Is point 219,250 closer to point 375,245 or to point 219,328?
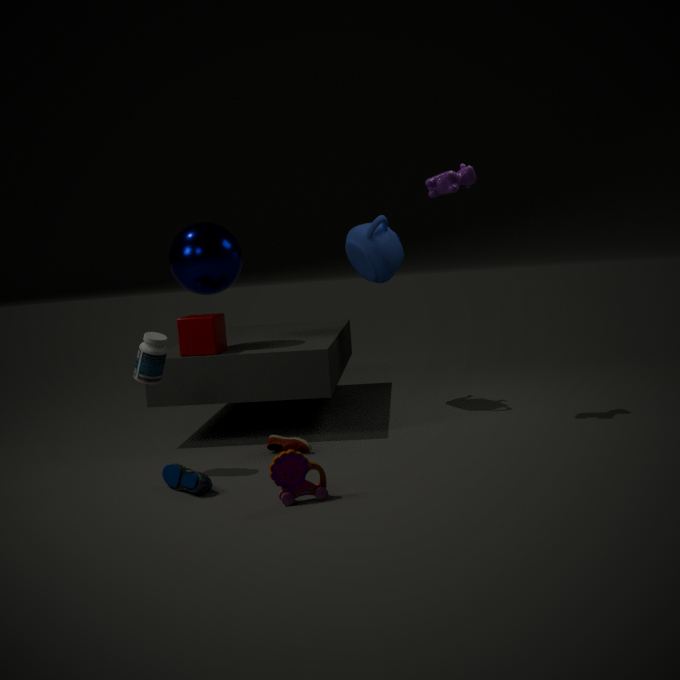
point 219,328
